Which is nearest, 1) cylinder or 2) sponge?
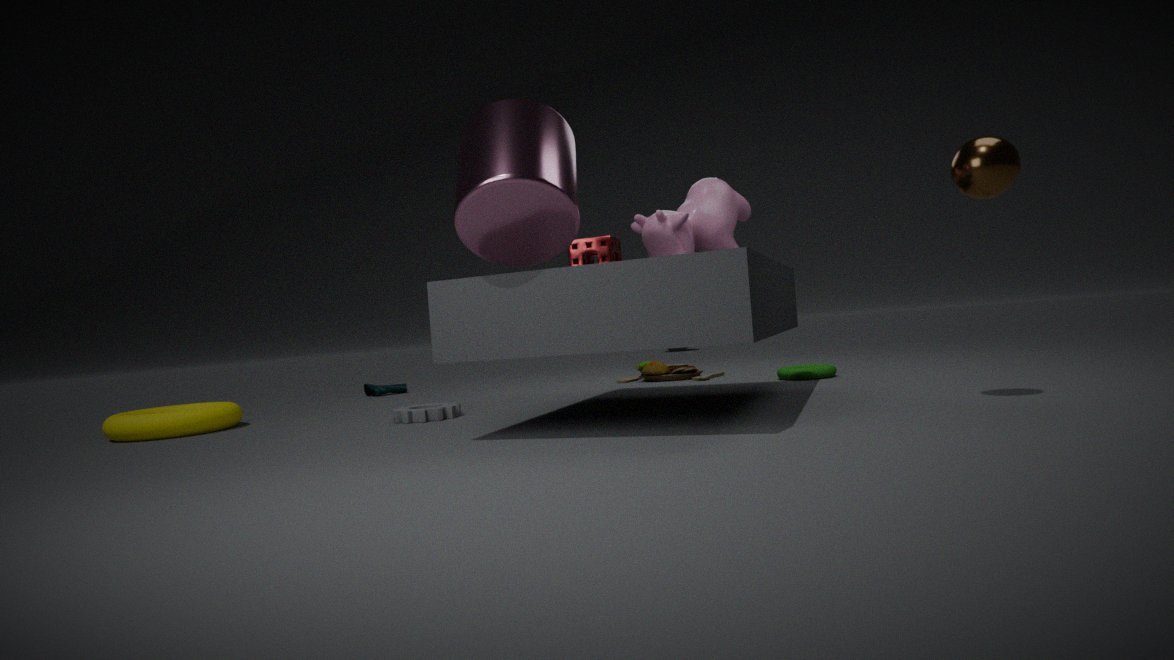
1. cylinder
